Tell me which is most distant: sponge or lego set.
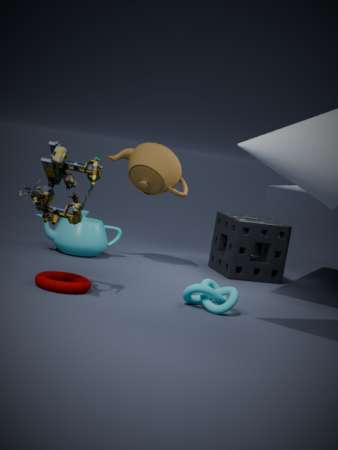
sponge
